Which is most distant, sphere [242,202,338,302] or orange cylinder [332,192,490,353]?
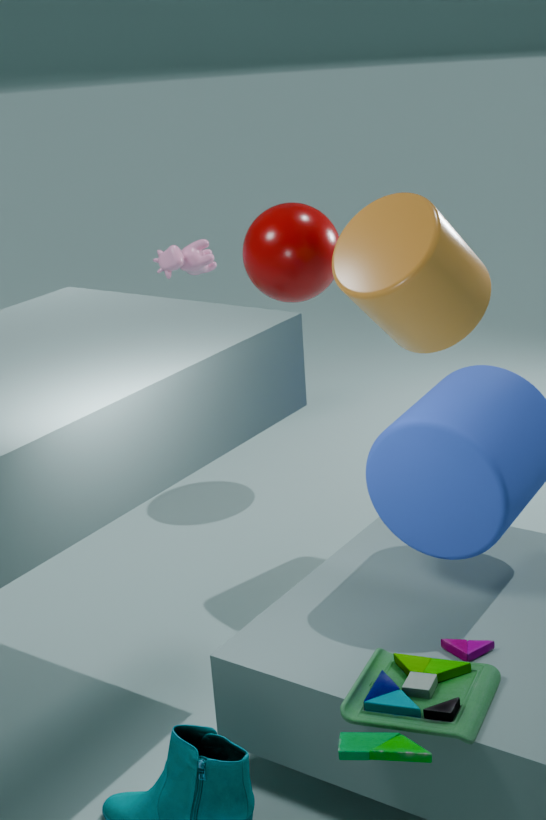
sphere [242,202,338,302]
